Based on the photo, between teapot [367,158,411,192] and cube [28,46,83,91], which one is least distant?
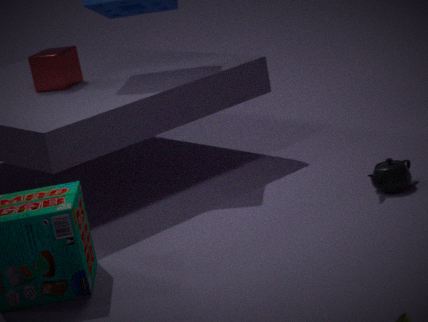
teapot [367,158,411,192]
